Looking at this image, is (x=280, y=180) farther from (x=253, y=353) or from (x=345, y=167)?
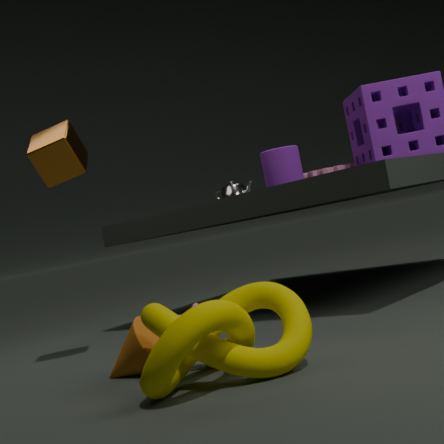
(x=253, y=353)
